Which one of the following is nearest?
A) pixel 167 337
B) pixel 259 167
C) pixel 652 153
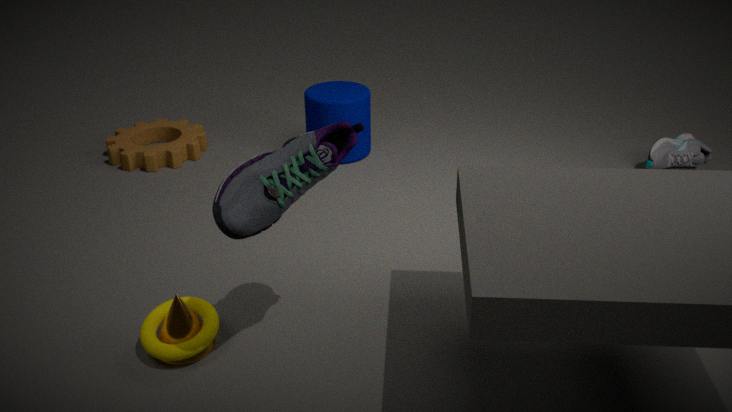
pixel 259 167
